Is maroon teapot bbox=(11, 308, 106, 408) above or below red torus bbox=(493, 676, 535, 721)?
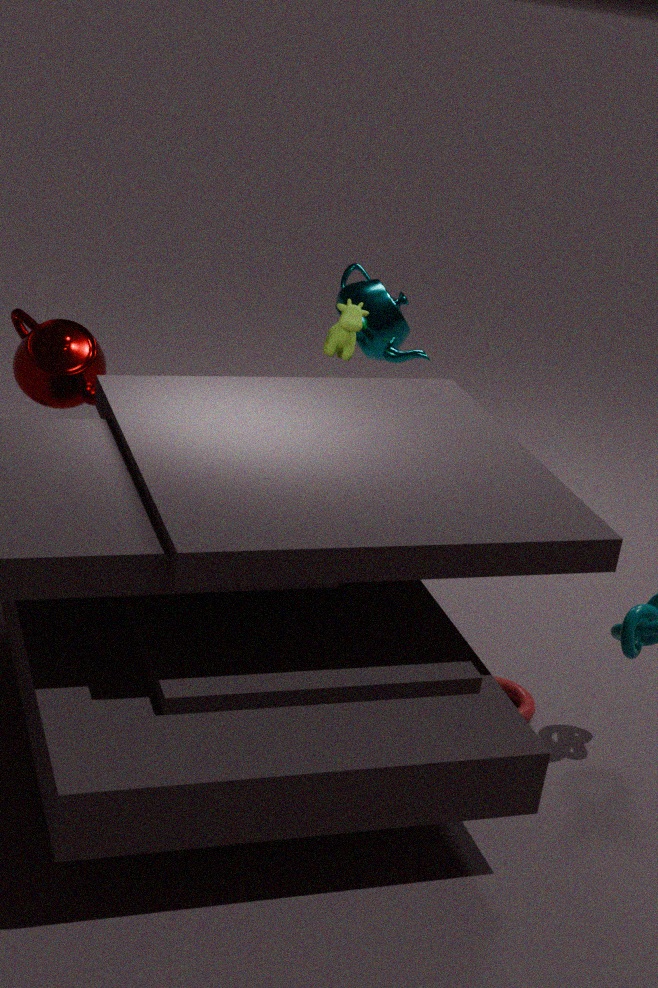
Result: above
